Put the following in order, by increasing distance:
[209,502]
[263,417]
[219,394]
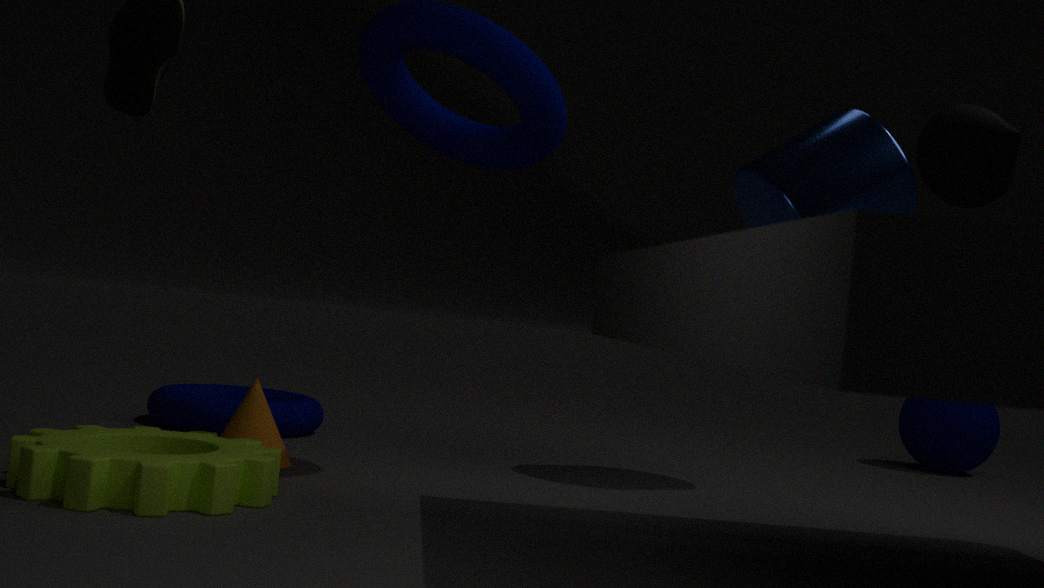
[209,502] < [263,417] < [219,394]
